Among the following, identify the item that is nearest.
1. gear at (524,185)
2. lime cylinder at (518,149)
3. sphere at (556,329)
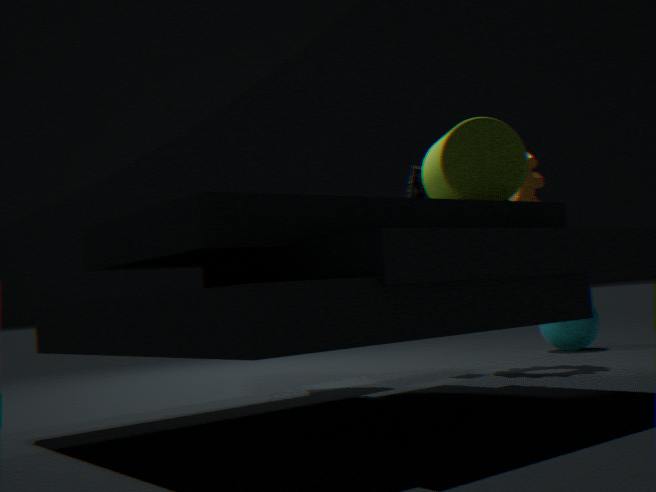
lime cylinder at (518,149)
